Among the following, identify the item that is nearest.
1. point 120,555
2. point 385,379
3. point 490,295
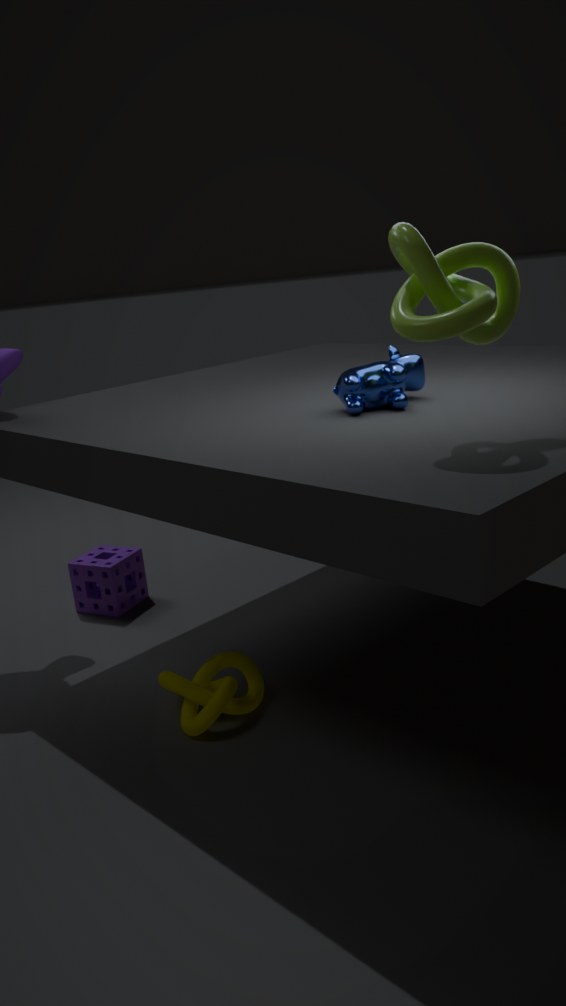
point 490,295
